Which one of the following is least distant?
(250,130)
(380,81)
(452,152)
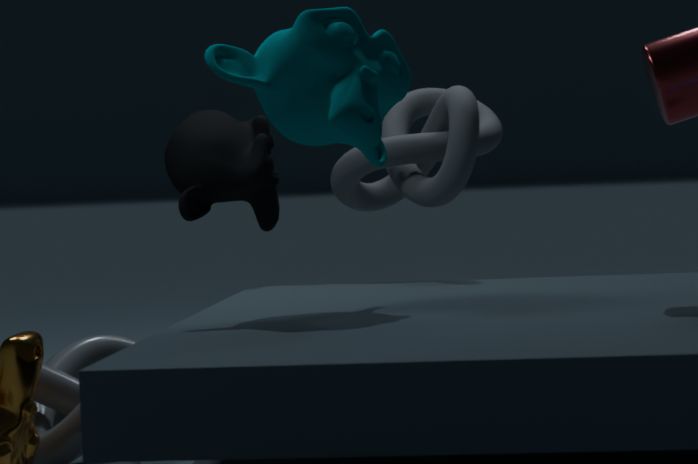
(380,81)
